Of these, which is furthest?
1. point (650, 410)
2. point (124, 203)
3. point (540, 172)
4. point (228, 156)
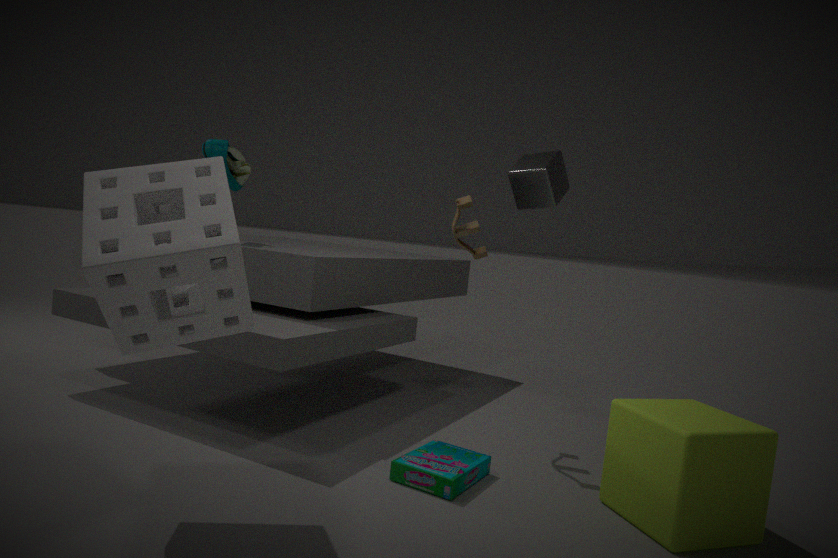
point (228, 156)
